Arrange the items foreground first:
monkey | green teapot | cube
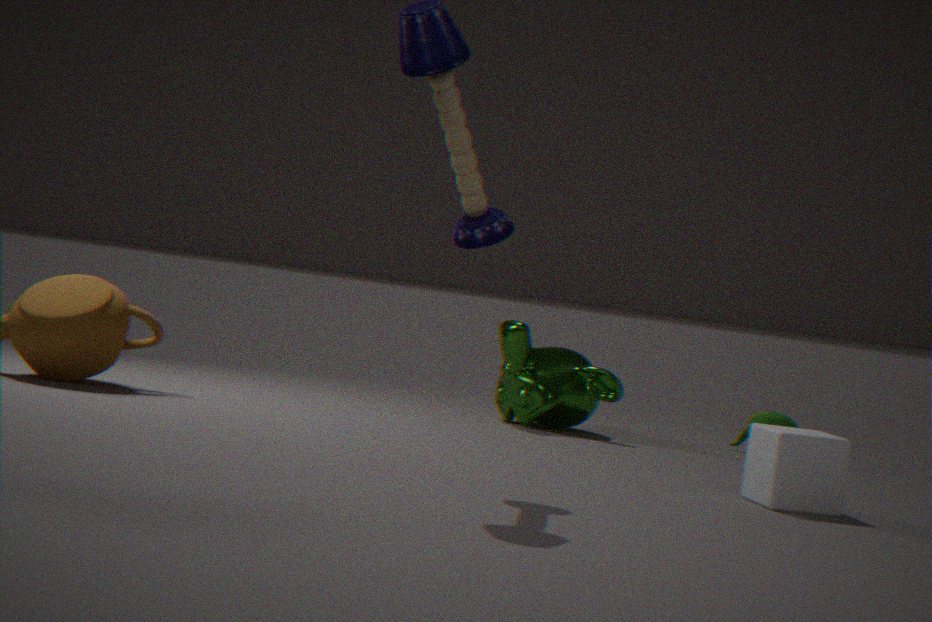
cube → monkey → green teapot
